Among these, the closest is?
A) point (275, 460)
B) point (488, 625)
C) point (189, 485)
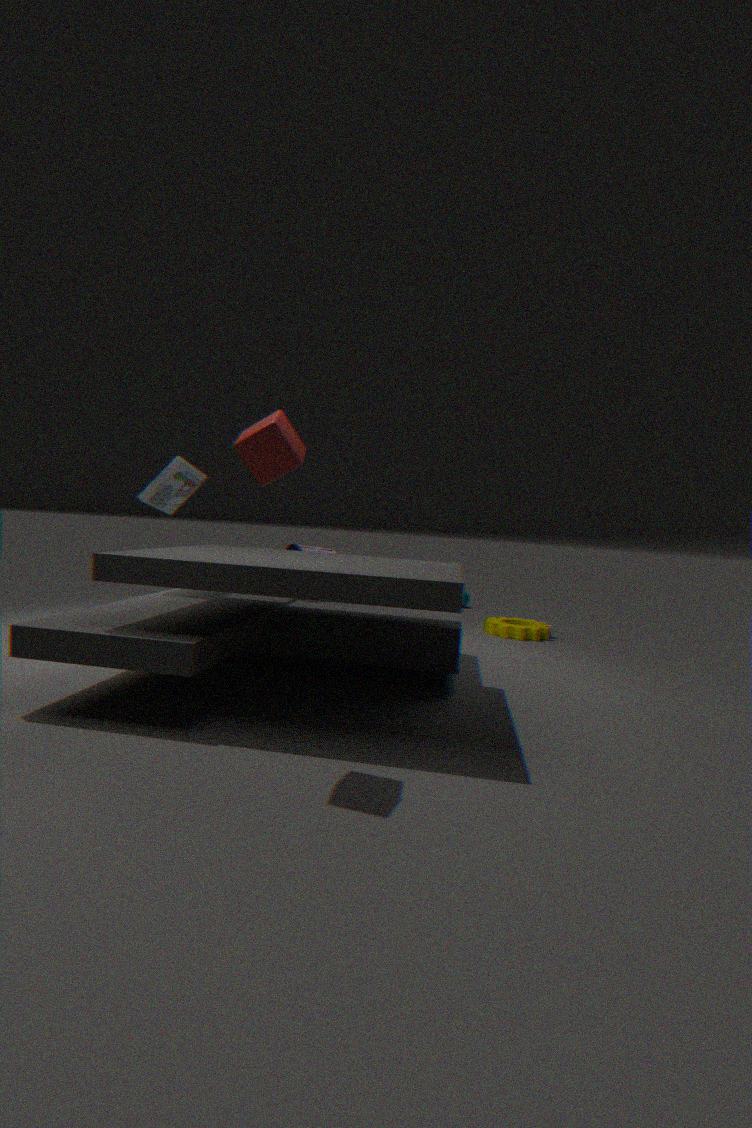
point (275, 460)
